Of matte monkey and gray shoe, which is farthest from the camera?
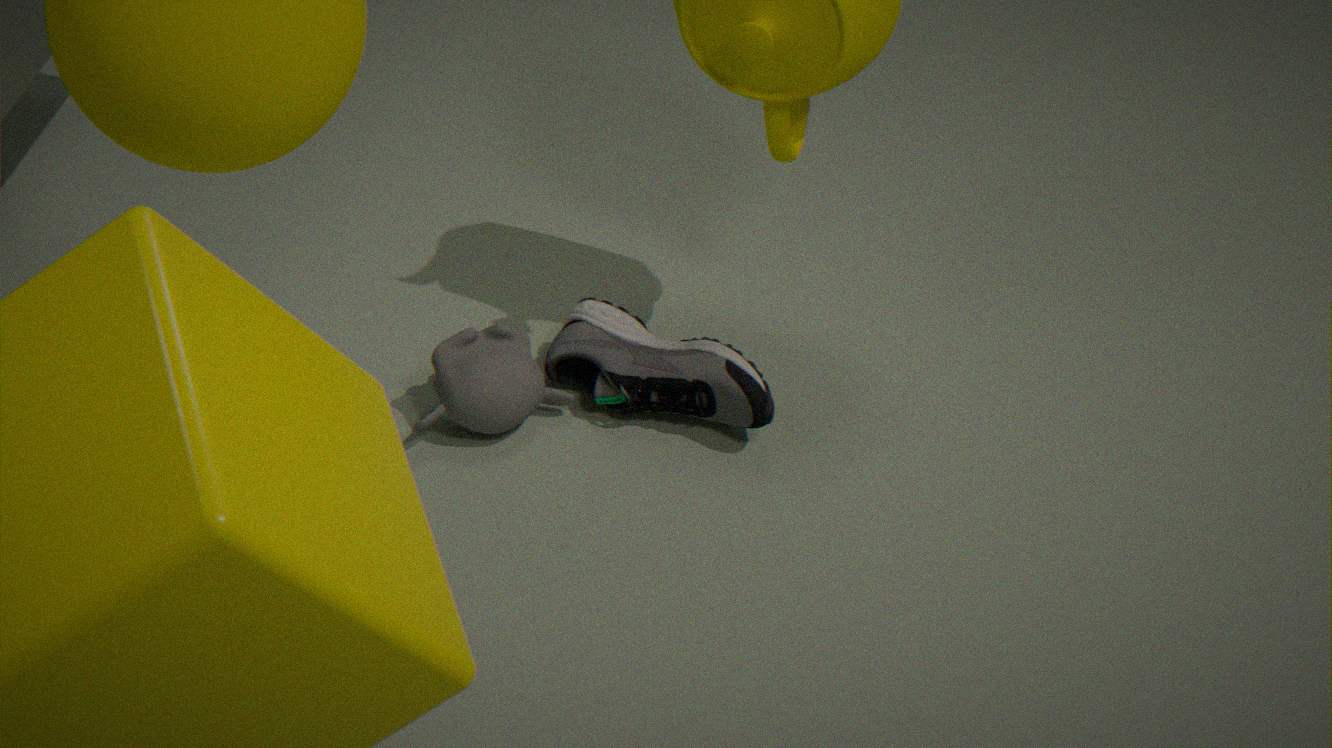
gray shoe
